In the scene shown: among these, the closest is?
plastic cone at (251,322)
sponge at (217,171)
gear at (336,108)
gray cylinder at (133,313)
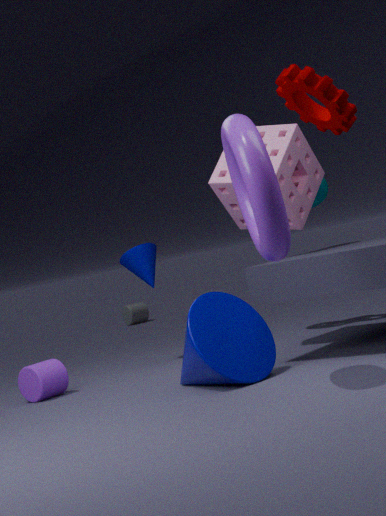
gear at (336,108)
